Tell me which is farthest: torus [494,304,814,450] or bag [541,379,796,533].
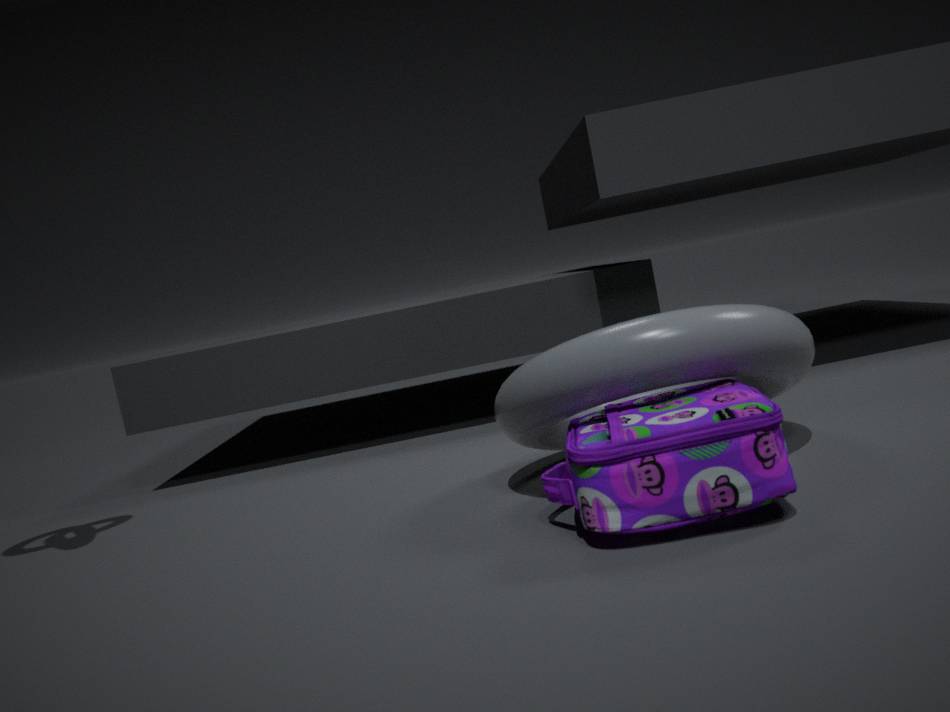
torus [494,304,814,450]
